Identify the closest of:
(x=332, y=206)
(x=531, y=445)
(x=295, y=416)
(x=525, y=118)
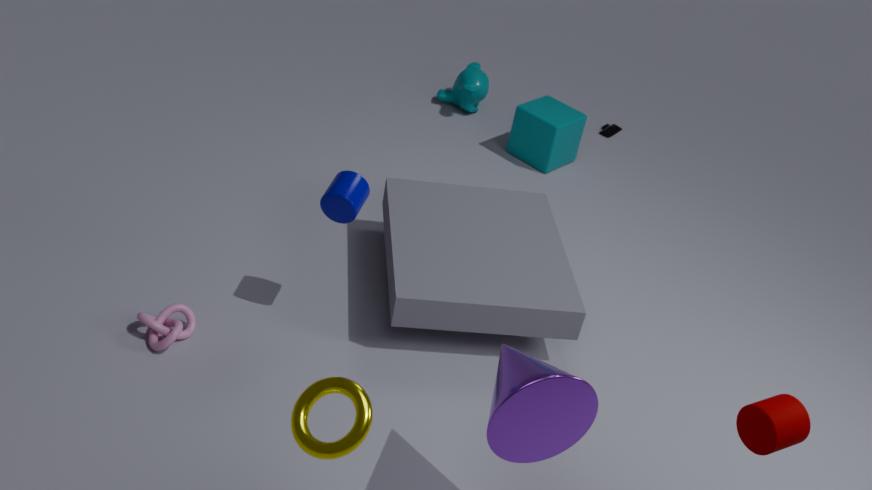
(x=295, y=416)
